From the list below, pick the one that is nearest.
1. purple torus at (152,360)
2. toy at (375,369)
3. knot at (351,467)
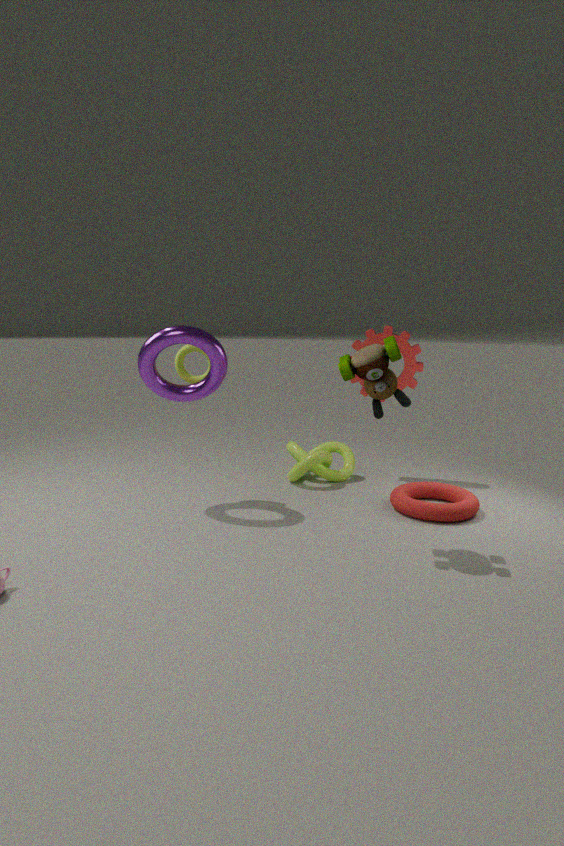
toy at (375,369)
